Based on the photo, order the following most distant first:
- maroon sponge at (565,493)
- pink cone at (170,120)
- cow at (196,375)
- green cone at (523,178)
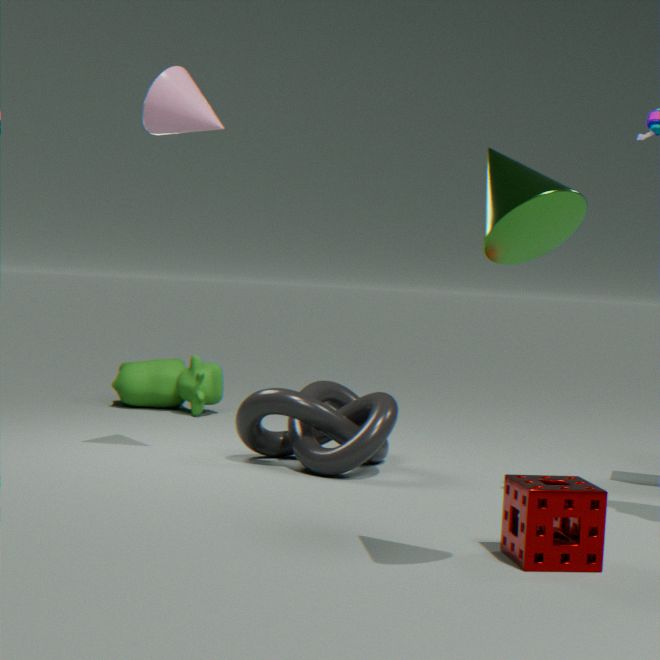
cow at (196,375) < pink cone at (170,120) < maroon sponge at (565,493) < green cone at (523,178)
